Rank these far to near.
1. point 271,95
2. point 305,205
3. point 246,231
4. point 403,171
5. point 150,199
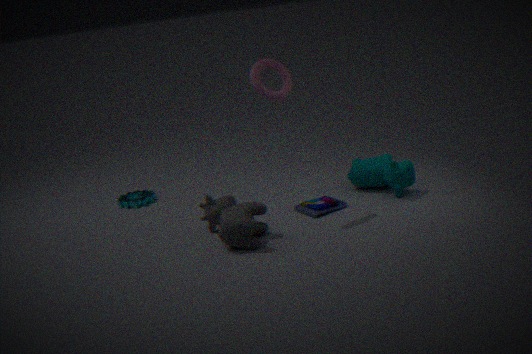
point 150,199 → point 305,205 → point 403,171 → point 271,95 → point 246,231
